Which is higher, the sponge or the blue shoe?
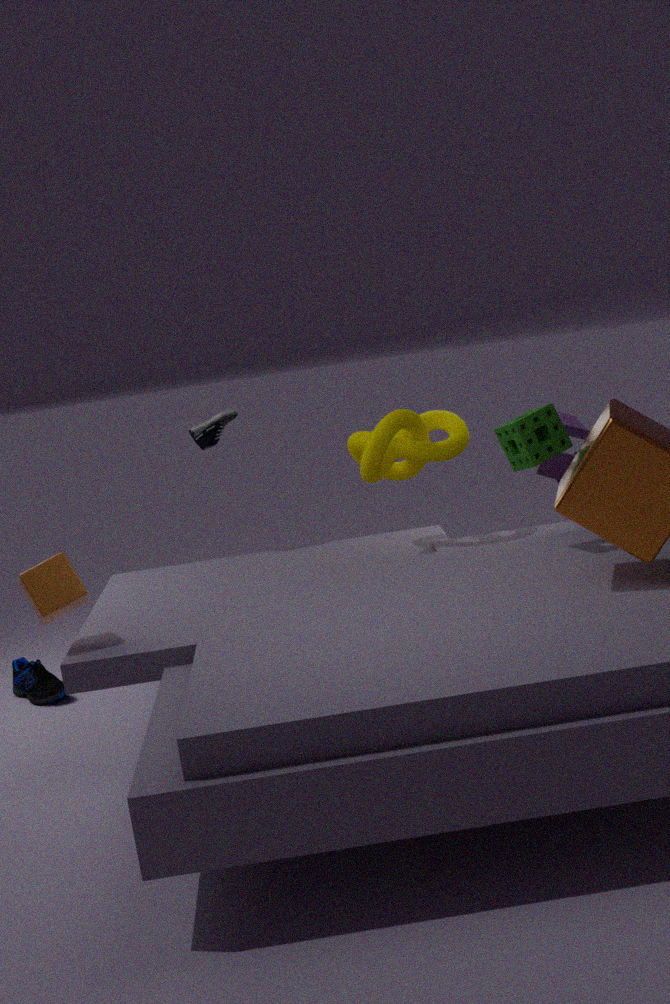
the sponge
